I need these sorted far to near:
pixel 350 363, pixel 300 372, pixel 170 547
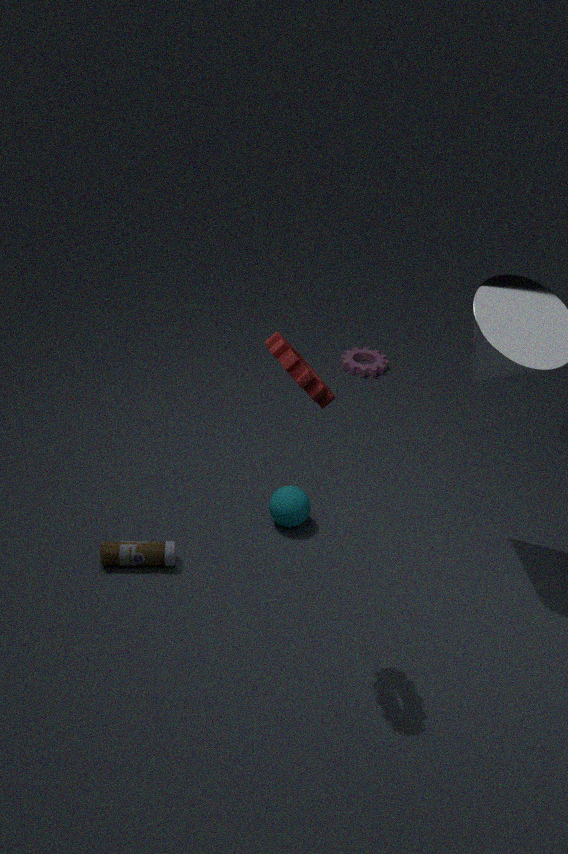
pixel 350 363, pixel 170 547, pixel 300 372
